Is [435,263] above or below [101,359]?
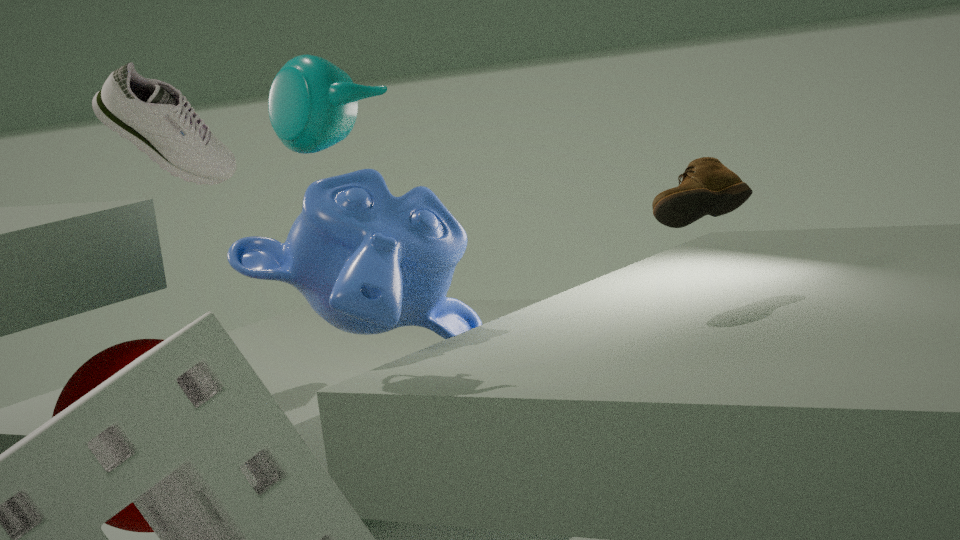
above
